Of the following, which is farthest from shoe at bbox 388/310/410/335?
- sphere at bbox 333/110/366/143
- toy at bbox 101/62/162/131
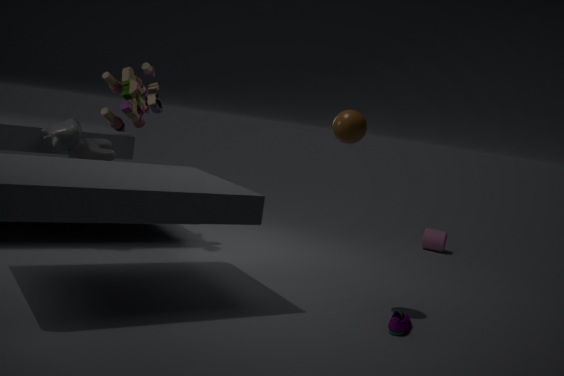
toy at bbox 101/62/162/131
